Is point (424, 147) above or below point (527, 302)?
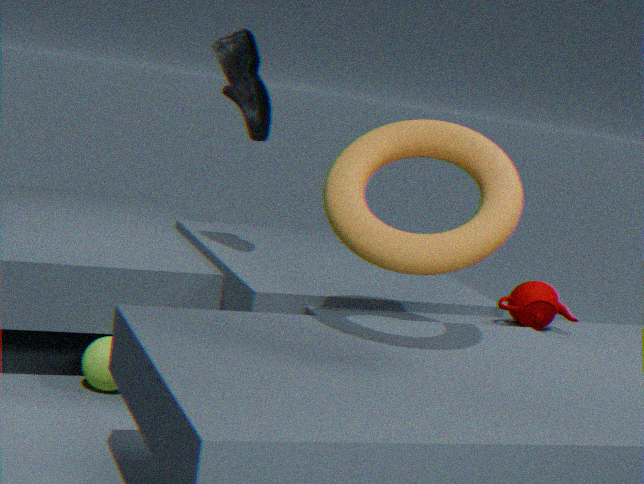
above
